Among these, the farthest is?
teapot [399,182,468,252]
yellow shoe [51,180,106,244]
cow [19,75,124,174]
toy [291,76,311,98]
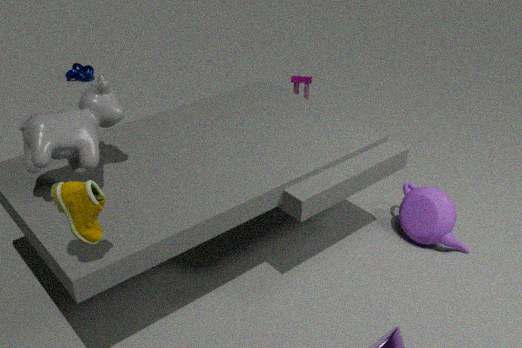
toy [291,76,311,98]
